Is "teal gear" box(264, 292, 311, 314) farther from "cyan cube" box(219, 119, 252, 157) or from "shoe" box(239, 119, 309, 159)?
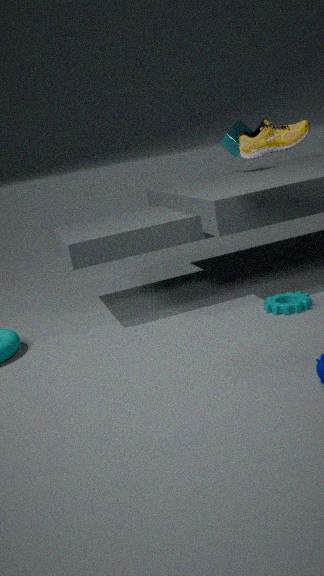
"cyan cube" box(219, 119, 252, 157)
